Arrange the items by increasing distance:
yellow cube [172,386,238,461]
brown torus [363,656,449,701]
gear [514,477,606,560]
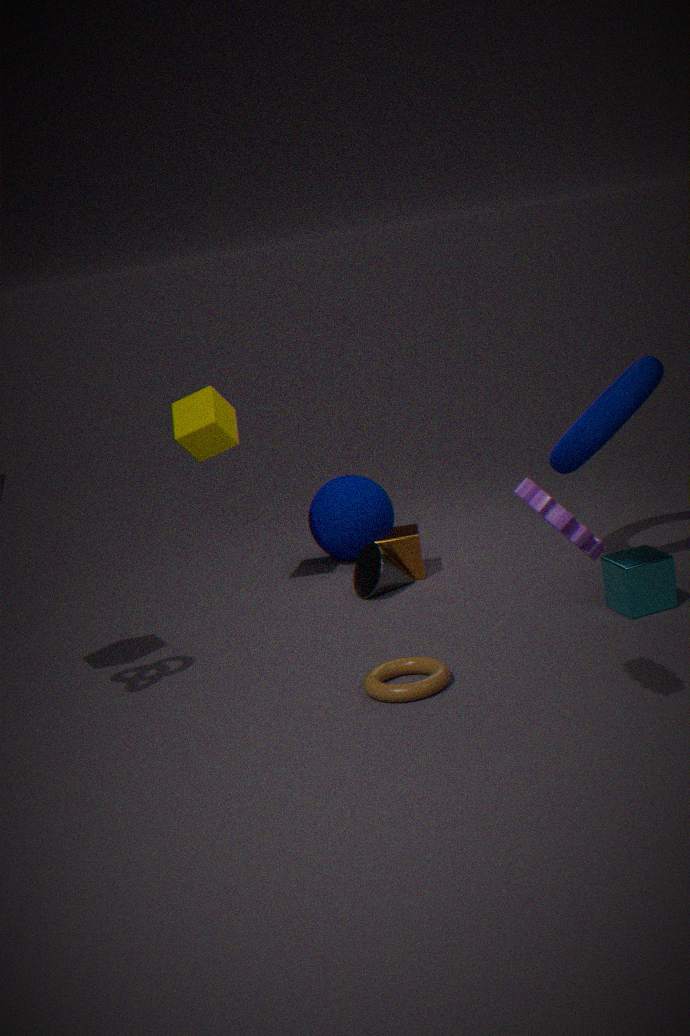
gear [514,477,606,560] < brown torus [363,656,449,701] < yellow cube [172,386,238,461]
